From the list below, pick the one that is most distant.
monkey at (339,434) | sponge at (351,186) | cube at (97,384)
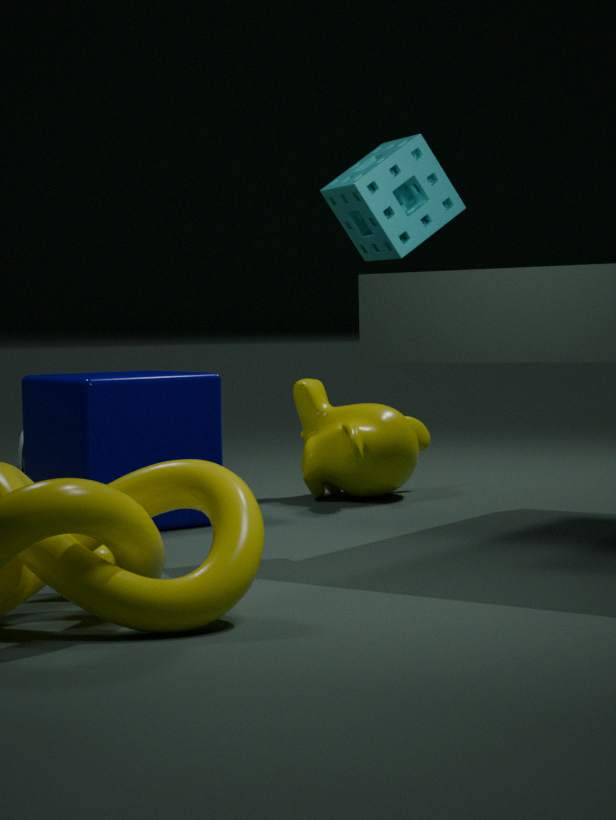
monkey at (339,434)
